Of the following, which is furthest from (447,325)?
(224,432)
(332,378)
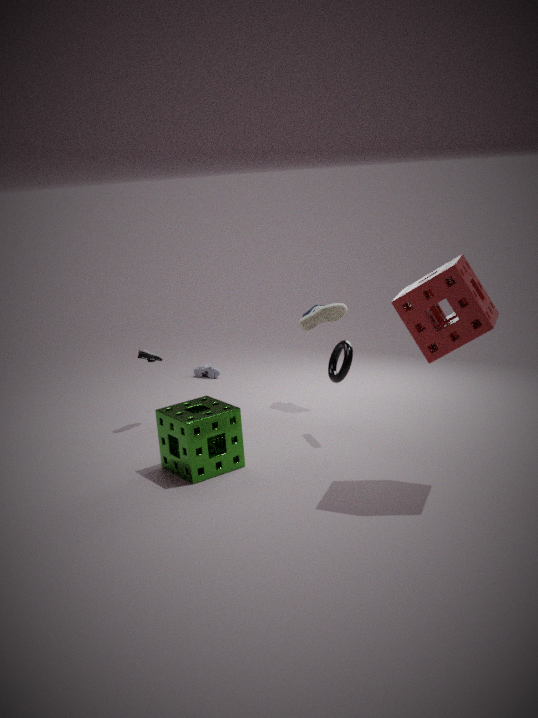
(224,432)
